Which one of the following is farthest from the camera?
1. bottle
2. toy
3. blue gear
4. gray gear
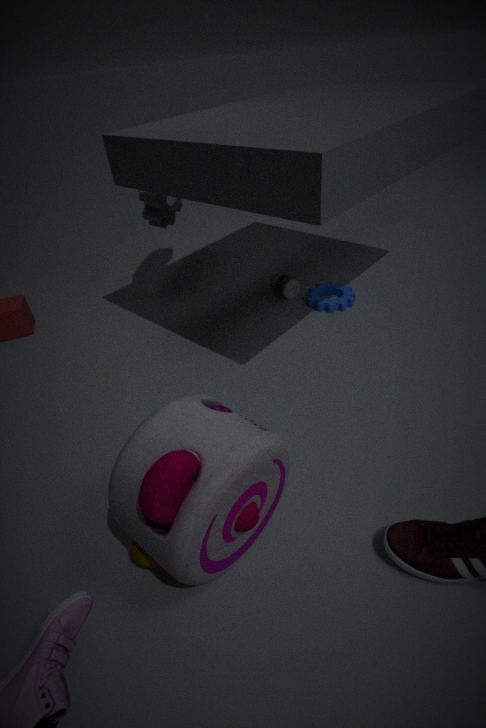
bottle
